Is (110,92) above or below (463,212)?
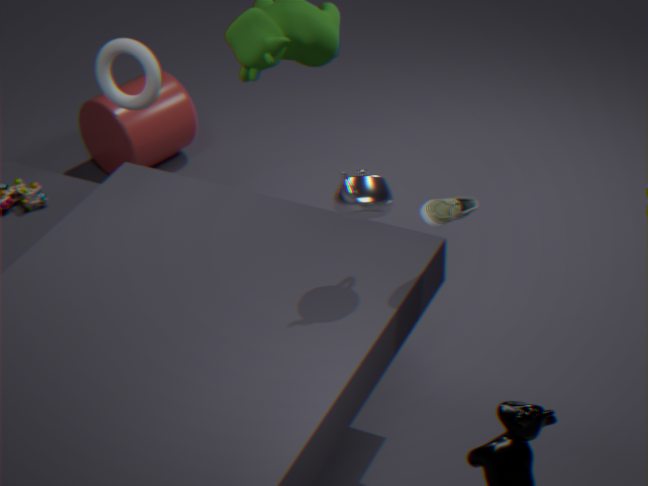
below
